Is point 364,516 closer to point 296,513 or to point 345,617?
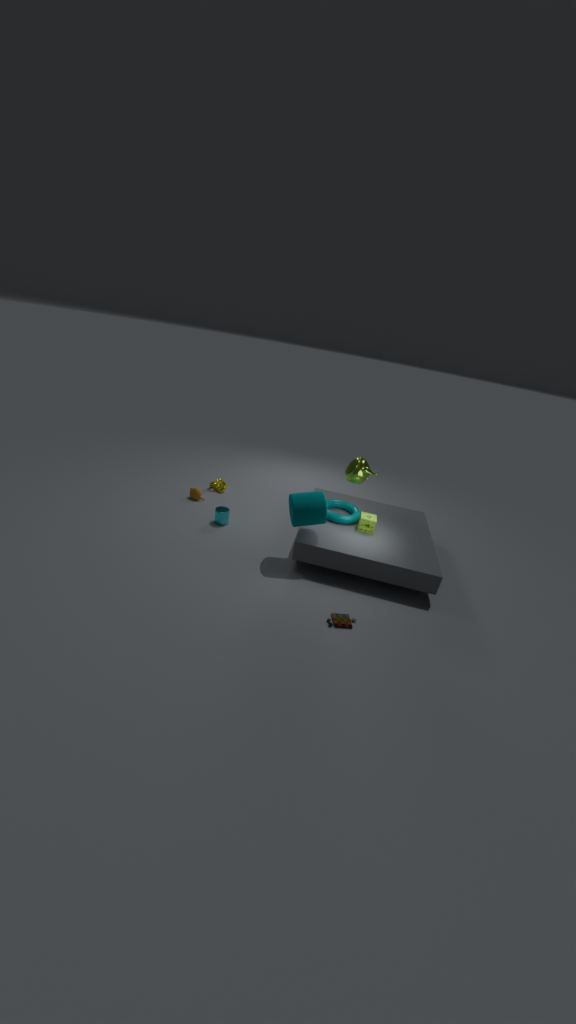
point 296,513
